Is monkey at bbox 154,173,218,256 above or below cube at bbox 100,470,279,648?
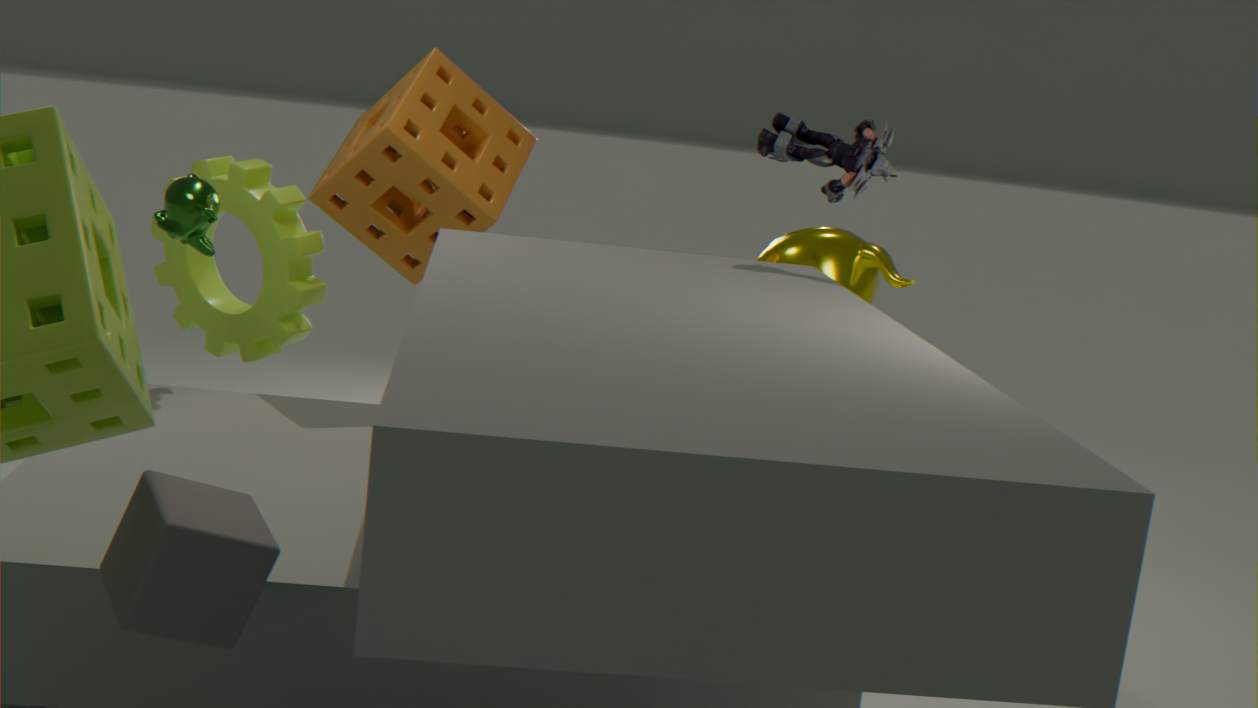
above
